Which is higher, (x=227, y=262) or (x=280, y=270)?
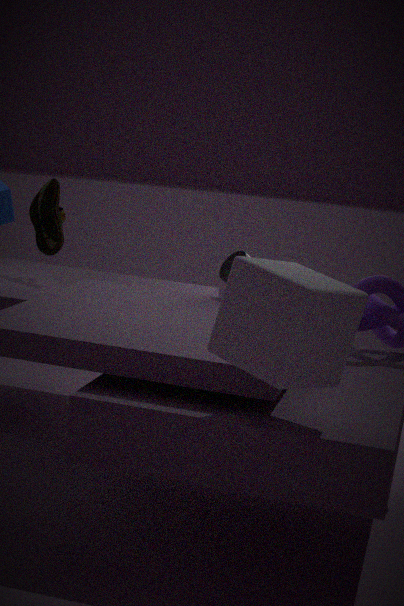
(x=280, y=270)
